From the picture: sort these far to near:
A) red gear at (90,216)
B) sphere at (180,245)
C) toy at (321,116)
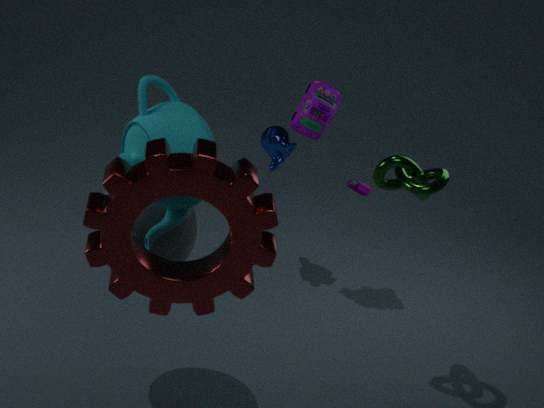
1. toy at (321,116)
2. sphere at (180,245)
3. red gear at (90,216)
